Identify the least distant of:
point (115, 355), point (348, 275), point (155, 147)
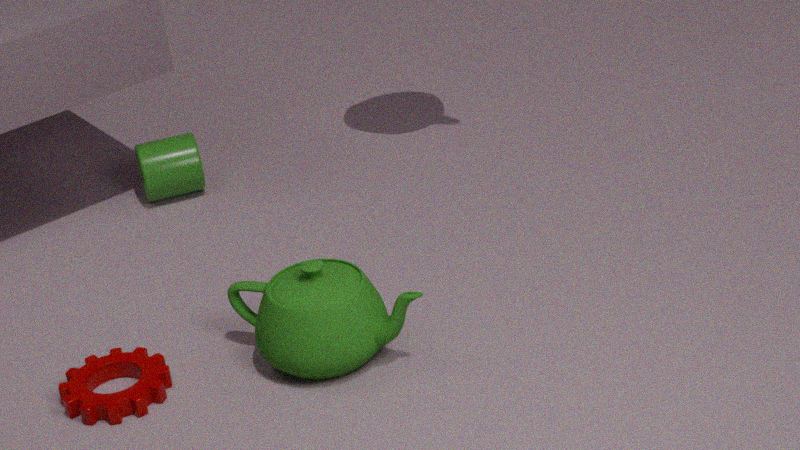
point (348, 275)
